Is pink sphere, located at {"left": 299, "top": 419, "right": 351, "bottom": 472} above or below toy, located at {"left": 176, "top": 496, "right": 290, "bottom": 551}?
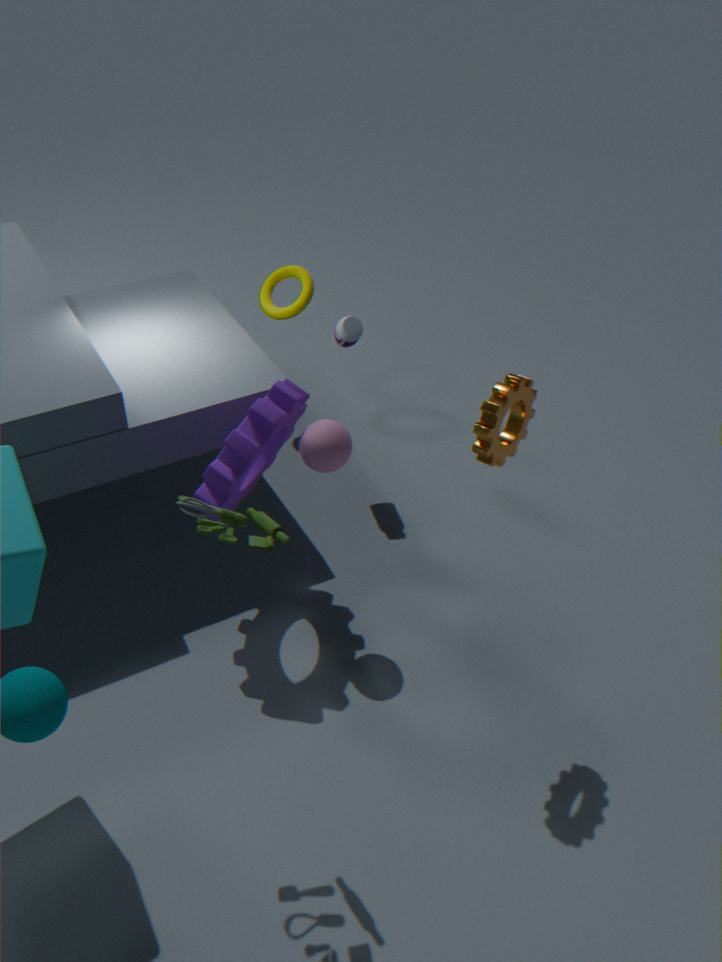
below
